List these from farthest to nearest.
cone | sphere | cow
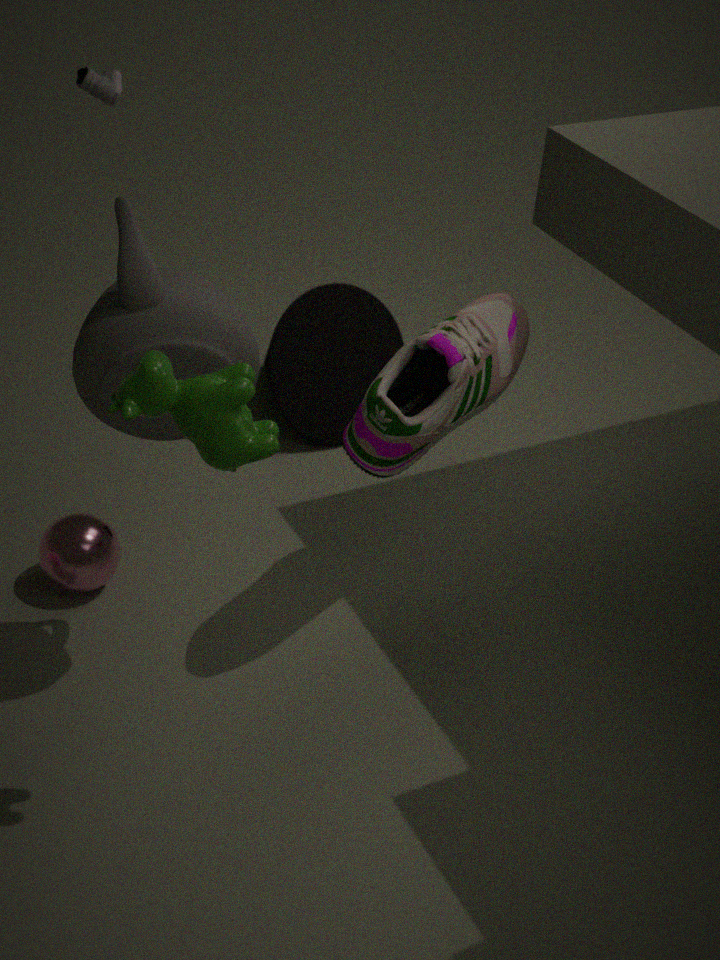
cone < sphere < cow
